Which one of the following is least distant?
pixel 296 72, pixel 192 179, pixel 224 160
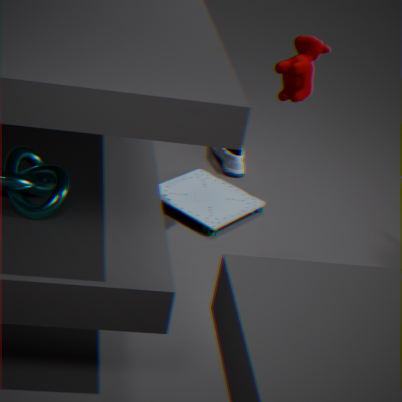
pixel 296 72
